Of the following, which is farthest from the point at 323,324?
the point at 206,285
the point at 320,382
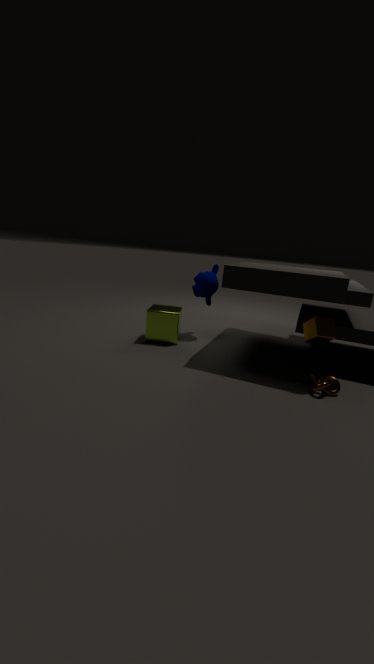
the point at 206,285
